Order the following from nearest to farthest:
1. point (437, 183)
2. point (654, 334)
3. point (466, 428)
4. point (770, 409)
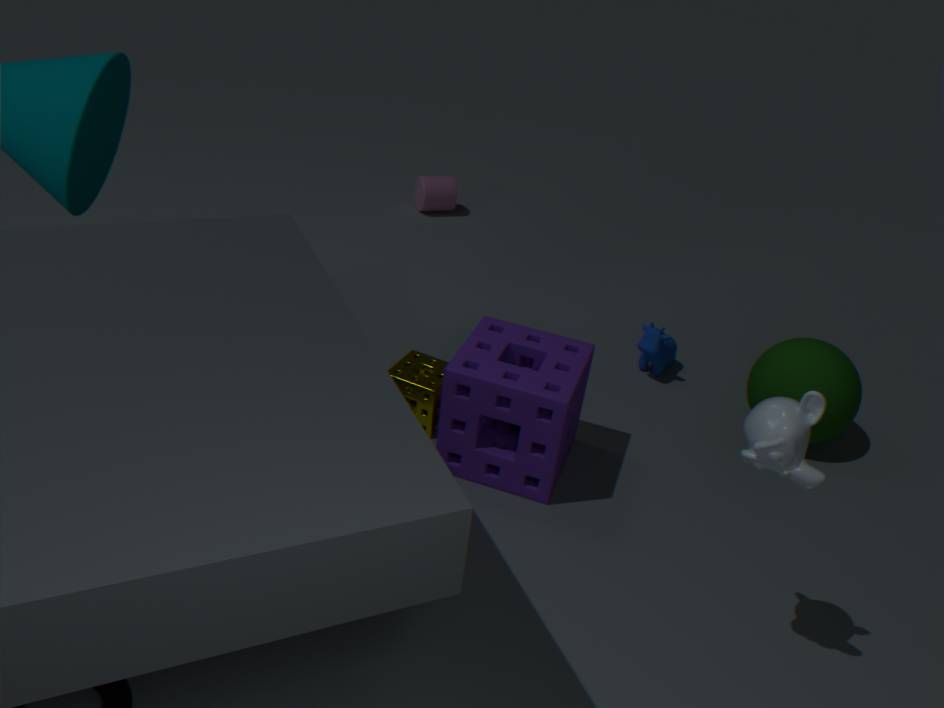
1. point (770, 409)
2. point (466, 428)
3. point (654, 334)
4. point (437, 183)
